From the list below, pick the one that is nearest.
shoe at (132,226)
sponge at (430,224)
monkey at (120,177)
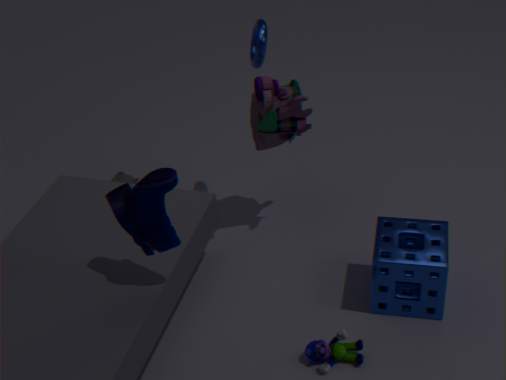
shoe at (132,226)
